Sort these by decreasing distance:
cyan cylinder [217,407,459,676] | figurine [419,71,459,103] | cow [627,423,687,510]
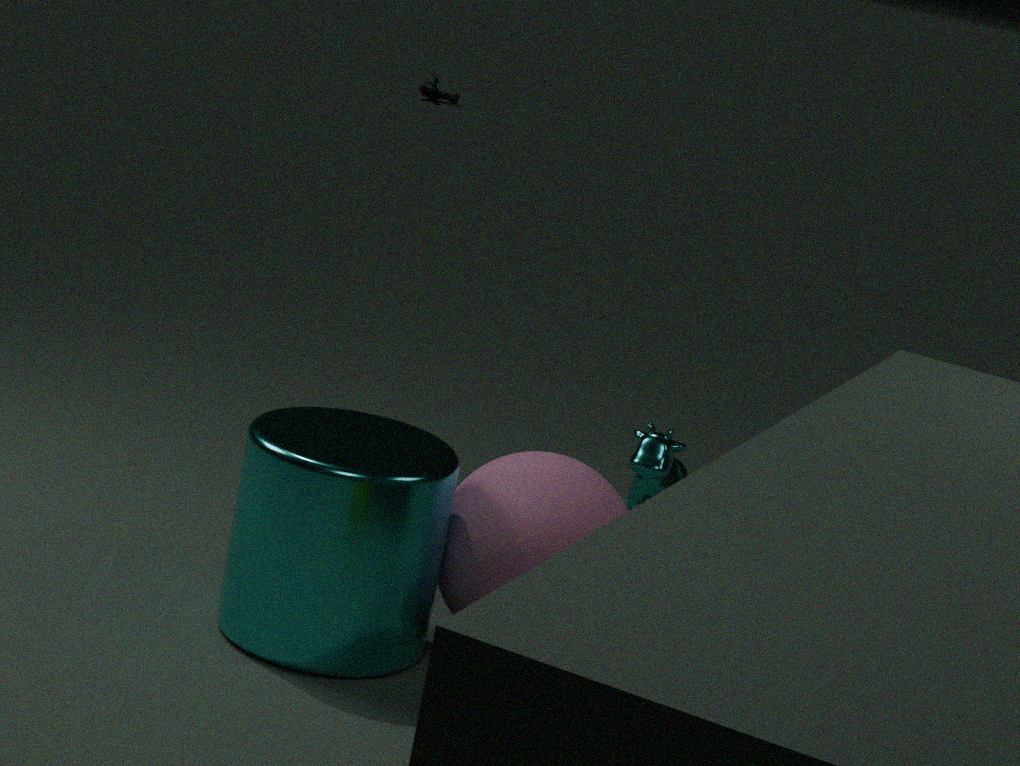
figurine [419,71,459,103]
cow [627,423,687,510]
cyan cylinder [217,407,459,676]
